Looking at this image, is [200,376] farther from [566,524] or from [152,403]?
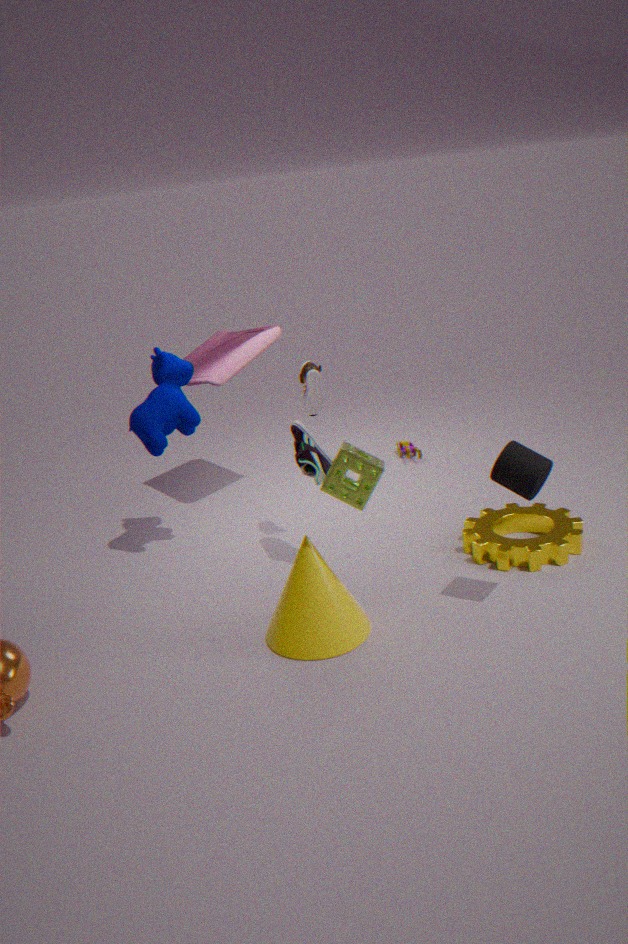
[566,524]
